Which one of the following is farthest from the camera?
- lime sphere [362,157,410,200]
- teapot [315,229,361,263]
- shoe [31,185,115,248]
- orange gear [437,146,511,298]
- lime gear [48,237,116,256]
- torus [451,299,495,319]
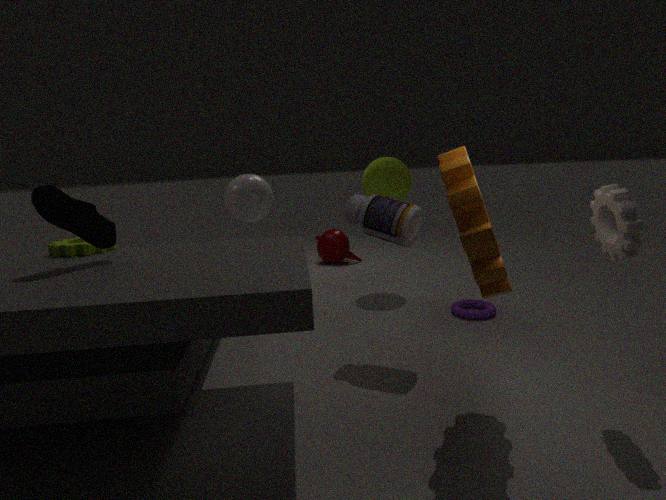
teapot [315,229,361,263]
